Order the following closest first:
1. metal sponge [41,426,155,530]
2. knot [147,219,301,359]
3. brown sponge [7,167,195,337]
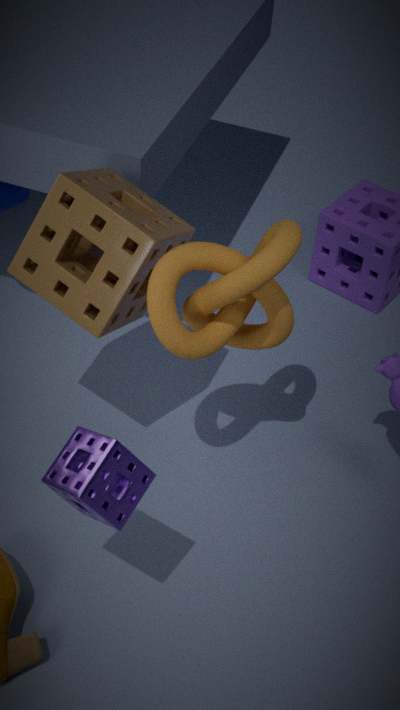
metal sponge [41,426,155,530], knot [147,219,301,359], brown sponge [7,167,195,337]
